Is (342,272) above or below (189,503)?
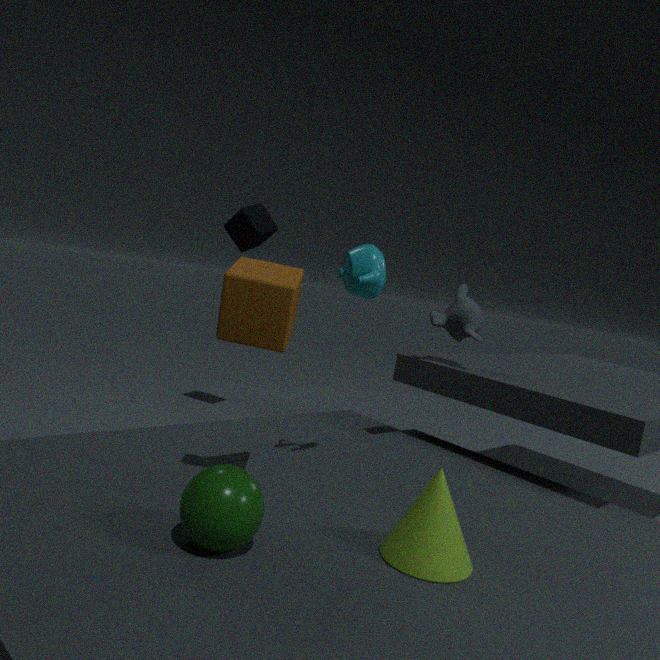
above
